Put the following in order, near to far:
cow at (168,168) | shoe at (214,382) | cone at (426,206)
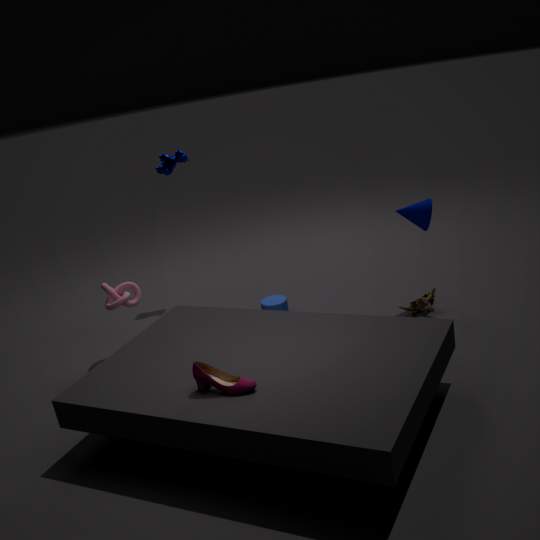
1. shoe at (214,382)
2. cone at (426,206)
3. cow at (168,168)
